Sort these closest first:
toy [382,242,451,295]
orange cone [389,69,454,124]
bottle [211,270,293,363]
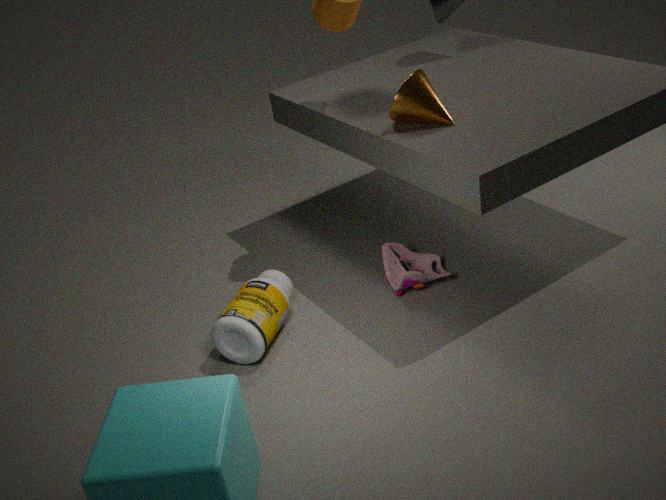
bottle [211,270,293,363] → orange cone [389,69,454,124] → toy [382,242,451,295]
